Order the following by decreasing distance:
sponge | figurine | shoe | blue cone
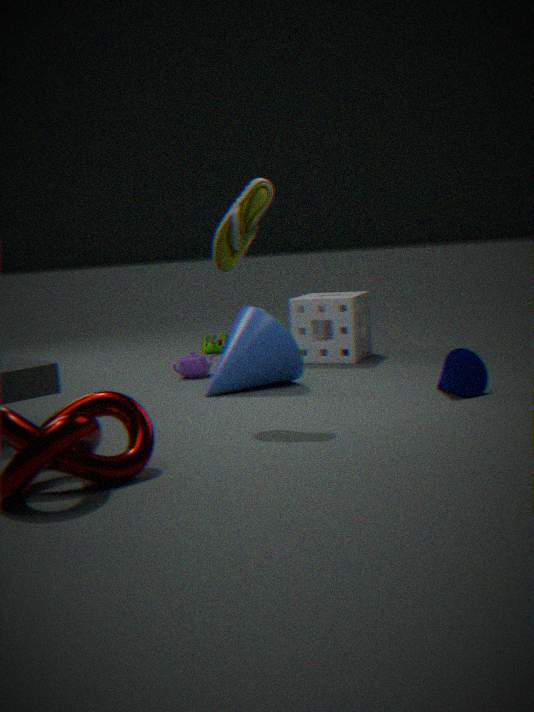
figurine
sponge
blue cone
shoe
